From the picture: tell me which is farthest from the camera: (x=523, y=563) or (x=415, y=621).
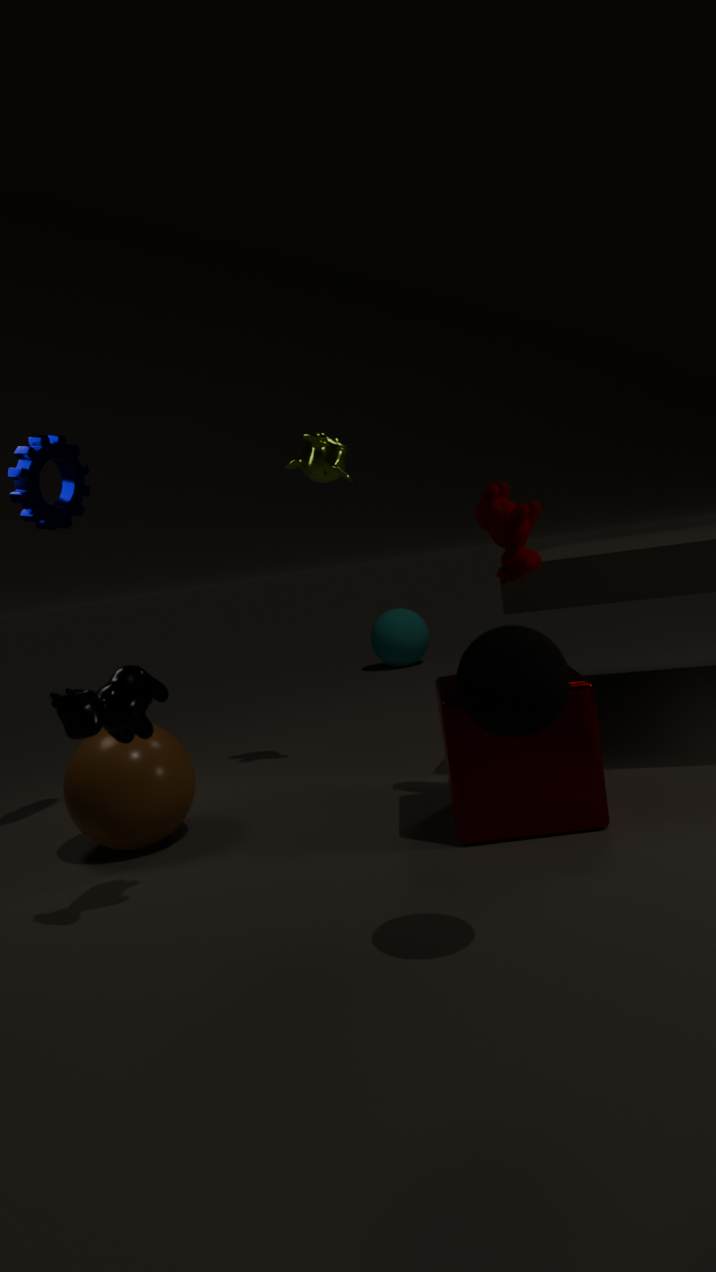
(x=415, y=621)
